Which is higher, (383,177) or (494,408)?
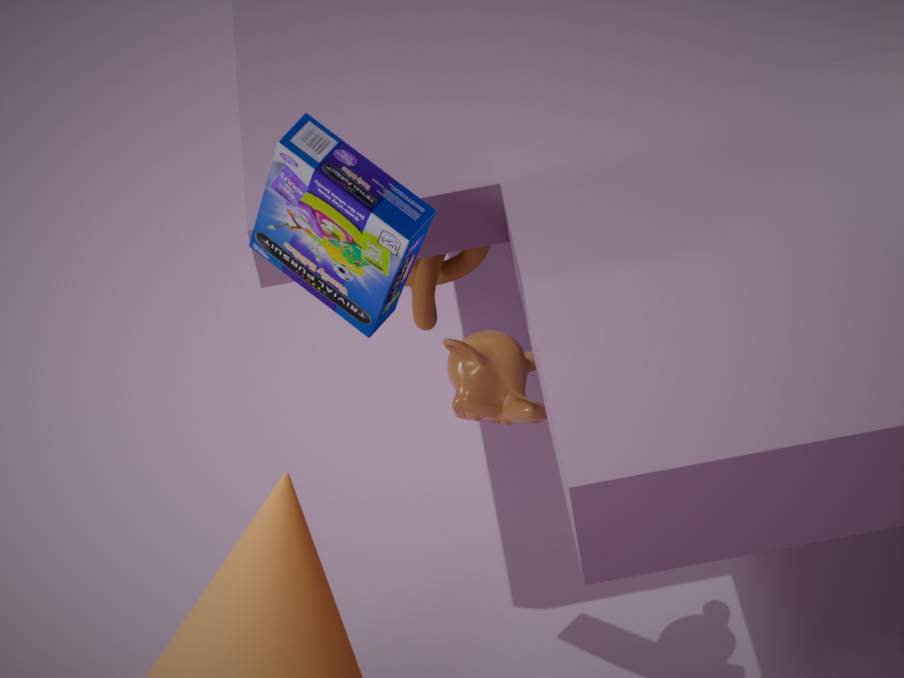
(383,177)
